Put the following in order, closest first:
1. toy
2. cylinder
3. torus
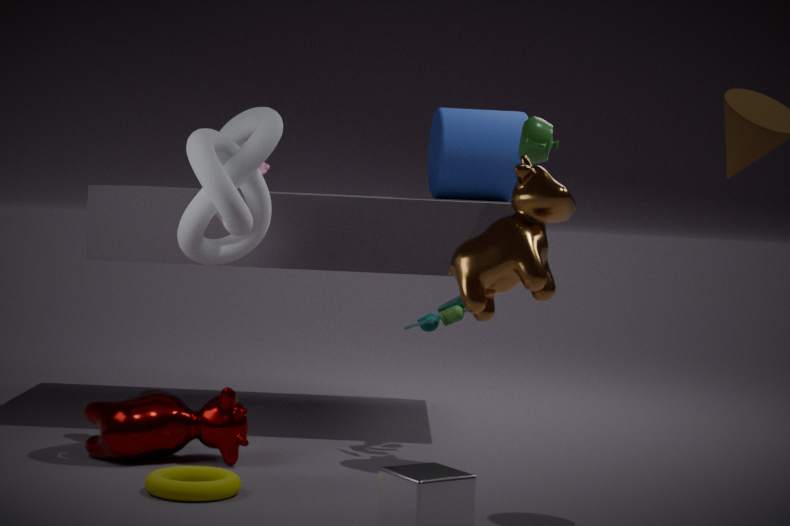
torus, toy, cylinder
